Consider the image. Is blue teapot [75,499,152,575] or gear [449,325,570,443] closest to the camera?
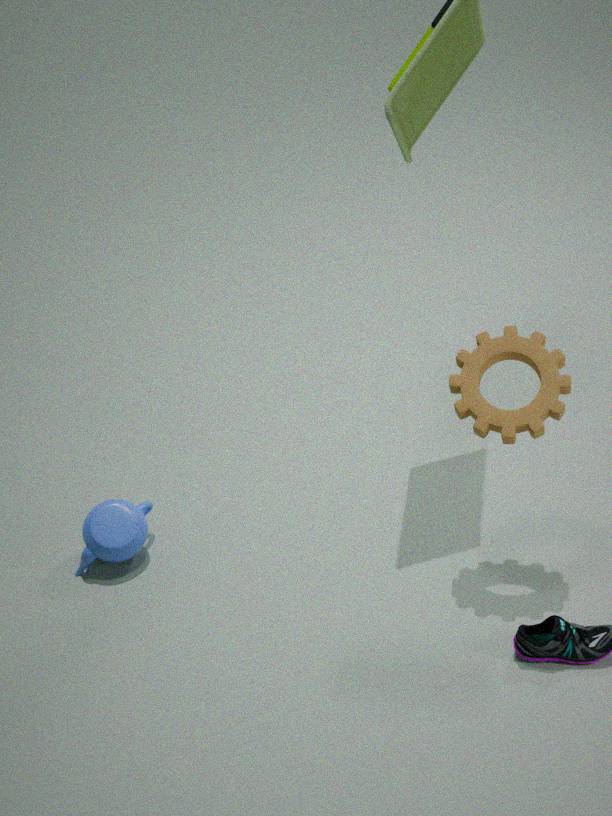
gear [449,325,570,443]
